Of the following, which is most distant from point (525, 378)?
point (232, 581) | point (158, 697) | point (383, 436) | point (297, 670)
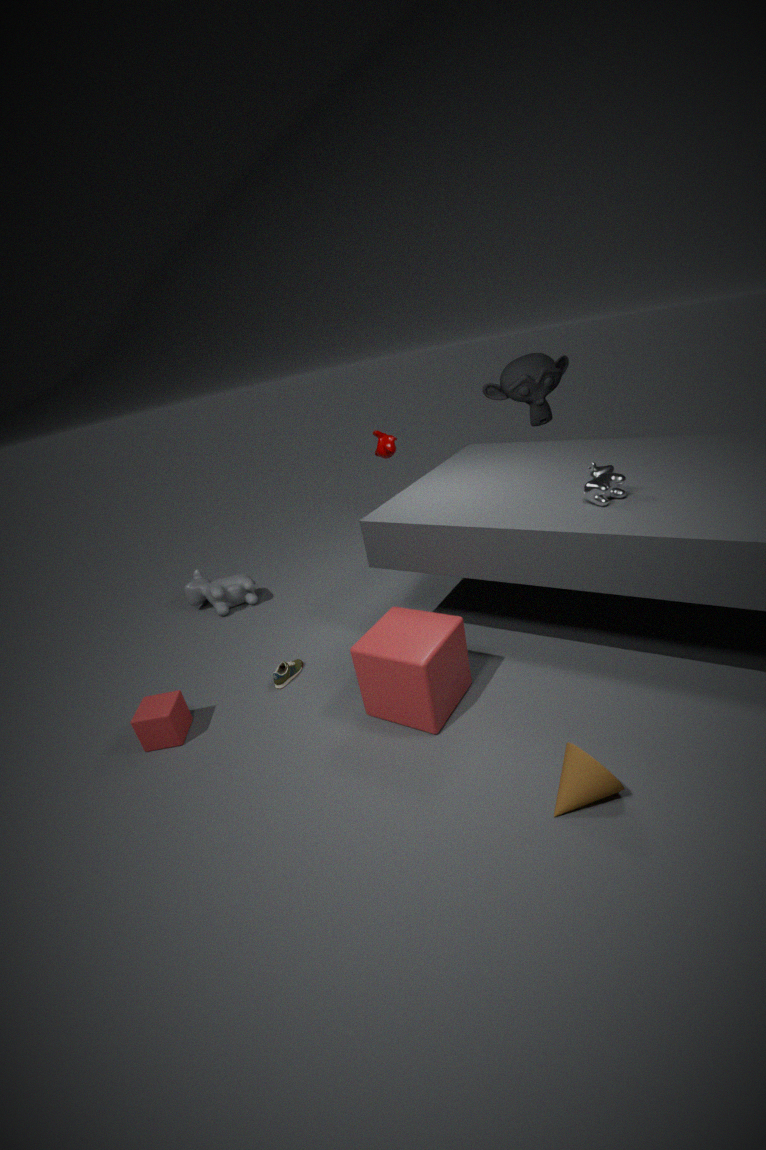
point (158, 697)
